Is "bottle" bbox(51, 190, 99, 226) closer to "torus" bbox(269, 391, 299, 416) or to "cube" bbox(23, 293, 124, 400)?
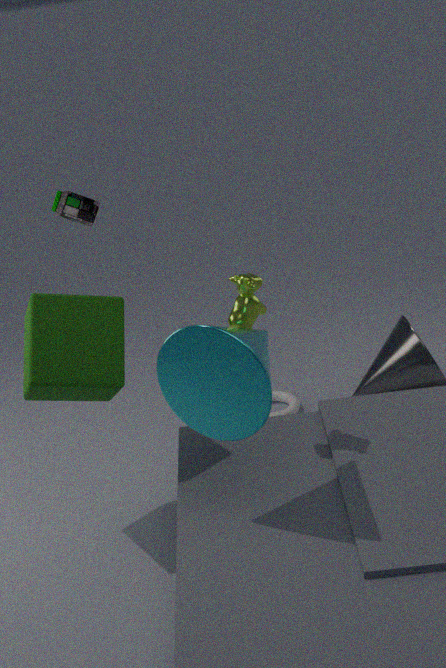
"cube" bbox(23, 293, 124, 400)
